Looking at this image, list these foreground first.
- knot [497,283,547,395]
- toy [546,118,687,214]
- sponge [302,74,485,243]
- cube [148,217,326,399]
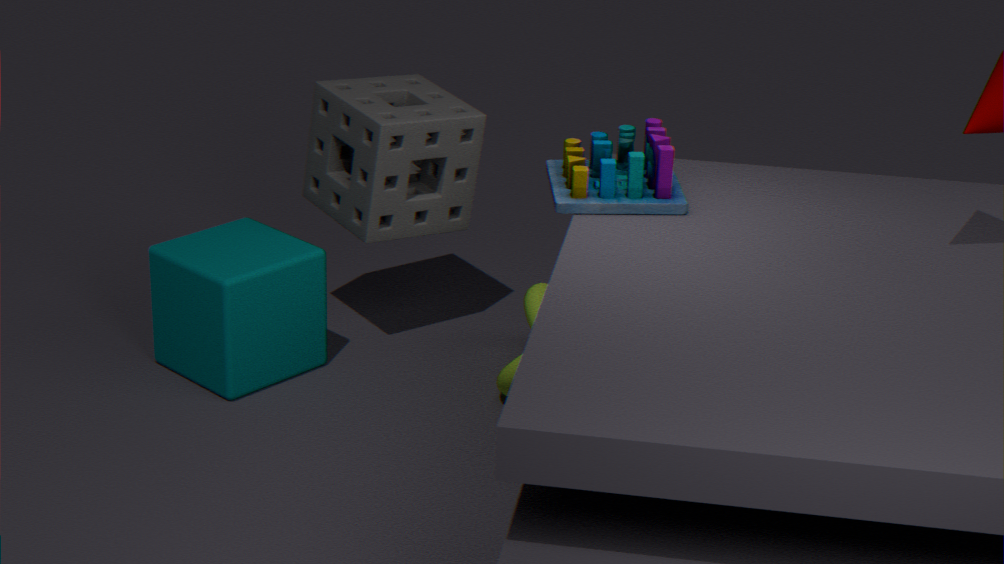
toy [546,118,687,214], knot [497,283,547,395], cube [148,217,326,399], sponge [302,74,485,243]
